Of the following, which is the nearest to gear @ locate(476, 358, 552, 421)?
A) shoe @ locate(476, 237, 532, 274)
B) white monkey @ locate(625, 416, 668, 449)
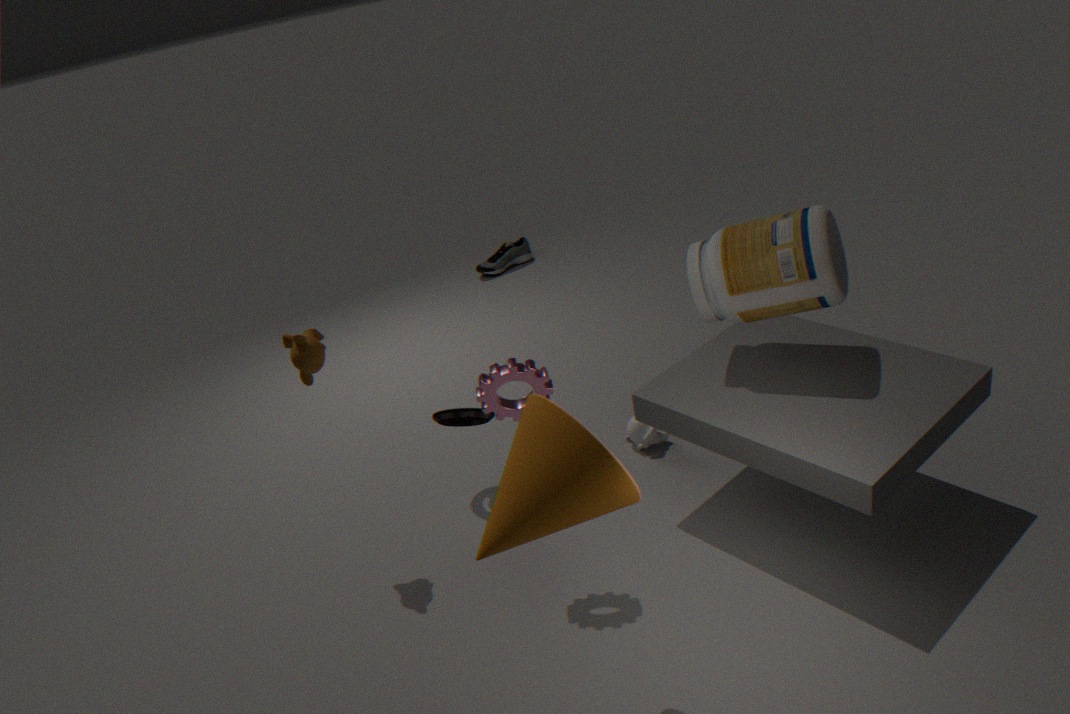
white monkey @ locate(625, 416, 668, 449)
